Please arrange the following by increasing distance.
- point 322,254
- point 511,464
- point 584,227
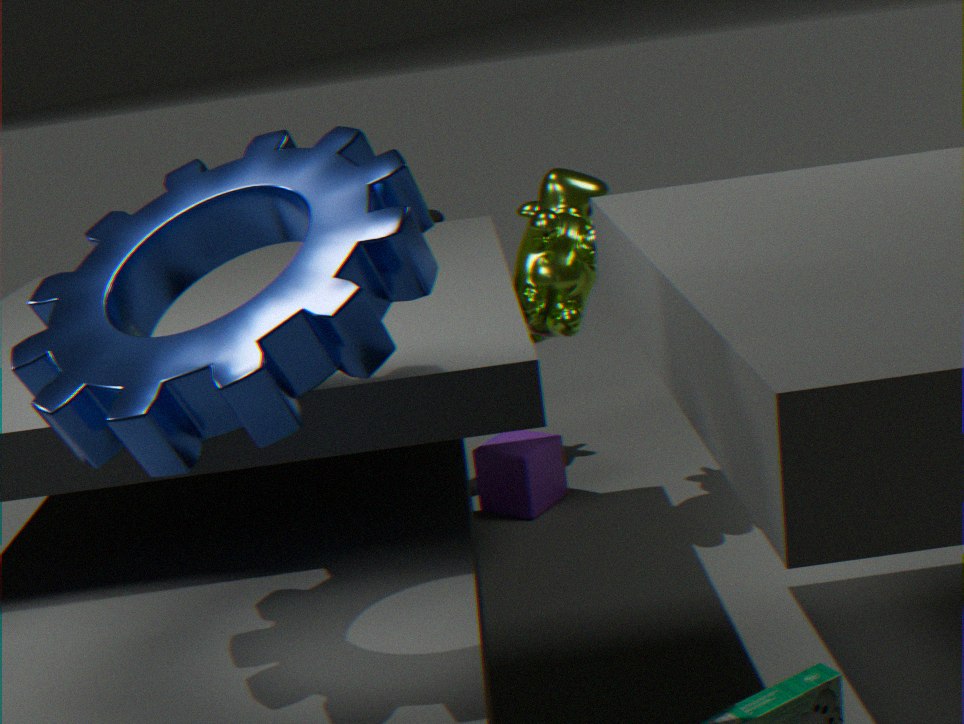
1. point 322,254
2. point 584,227
3. point 511,464
